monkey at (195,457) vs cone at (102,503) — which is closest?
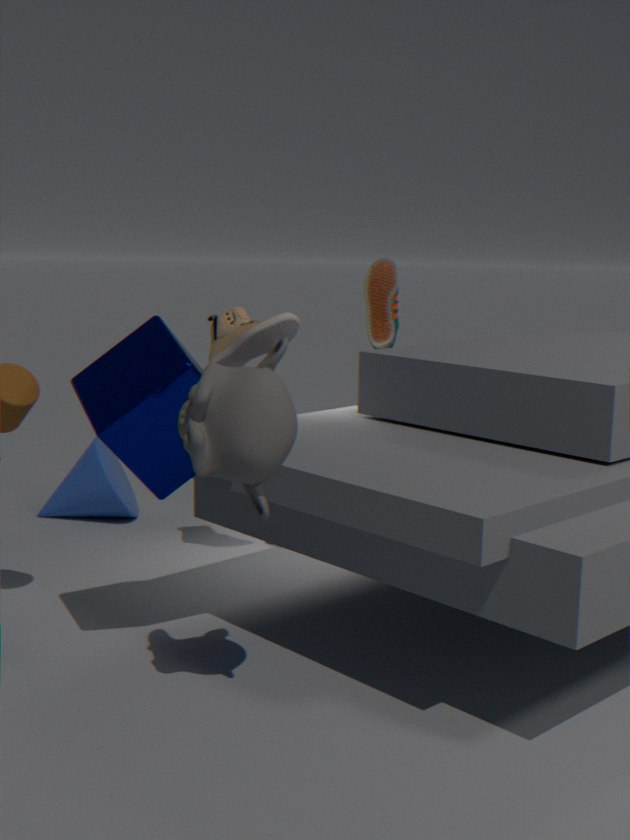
monkey at (195,457)
